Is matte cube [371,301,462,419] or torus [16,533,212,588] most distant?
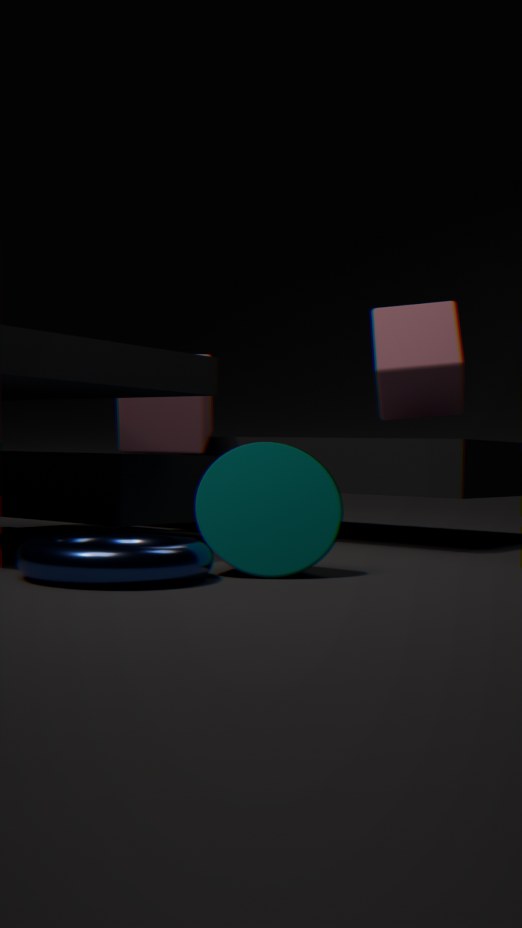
matte cube [371,301,462,419]
